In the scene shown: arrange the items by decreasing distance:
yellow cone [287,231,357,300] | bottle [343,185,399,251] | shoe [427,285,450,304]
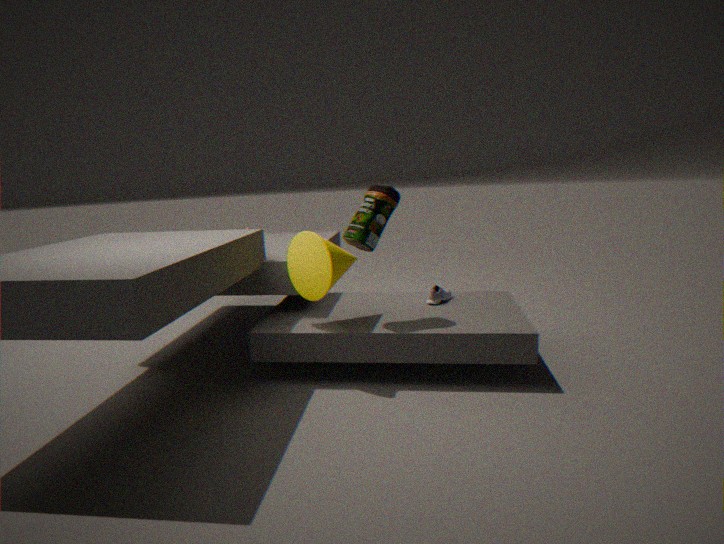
shoe [427,285,450,304] → bottle [343,185,399,251] → yellow cone [287,231,357,300]
